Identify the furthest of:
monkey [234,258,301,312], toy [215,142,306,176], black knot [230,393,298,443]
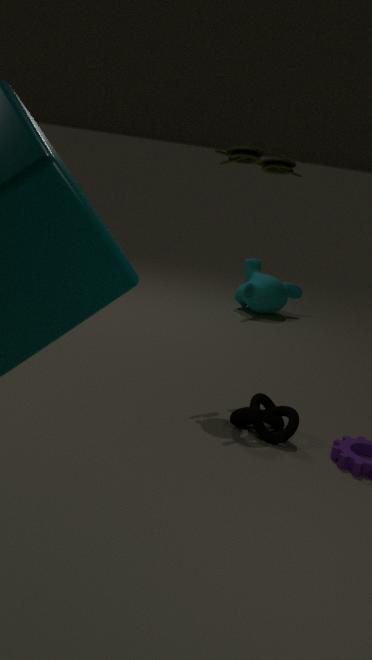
monkey [234,258,301,312]
